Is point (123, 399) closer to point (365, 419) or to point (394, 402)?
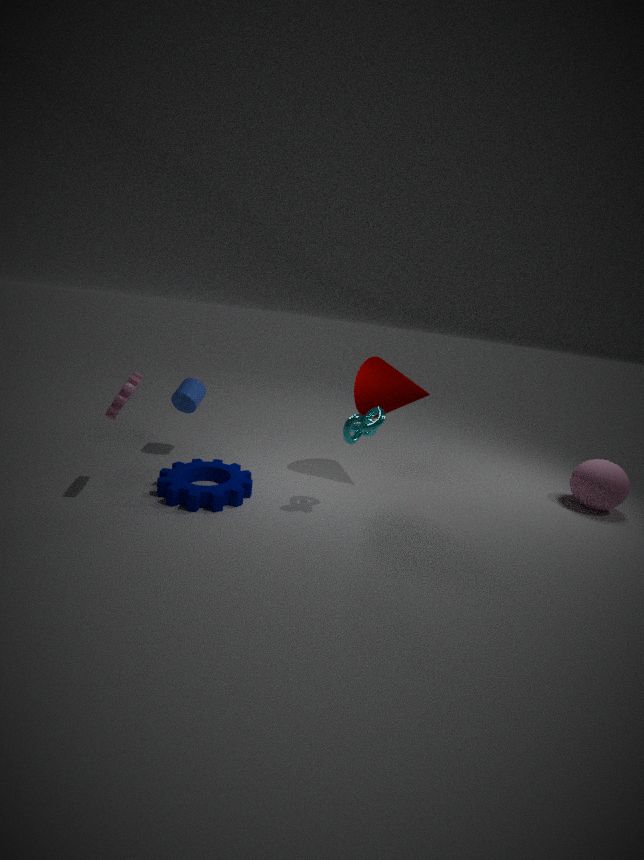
point (365, 419)
